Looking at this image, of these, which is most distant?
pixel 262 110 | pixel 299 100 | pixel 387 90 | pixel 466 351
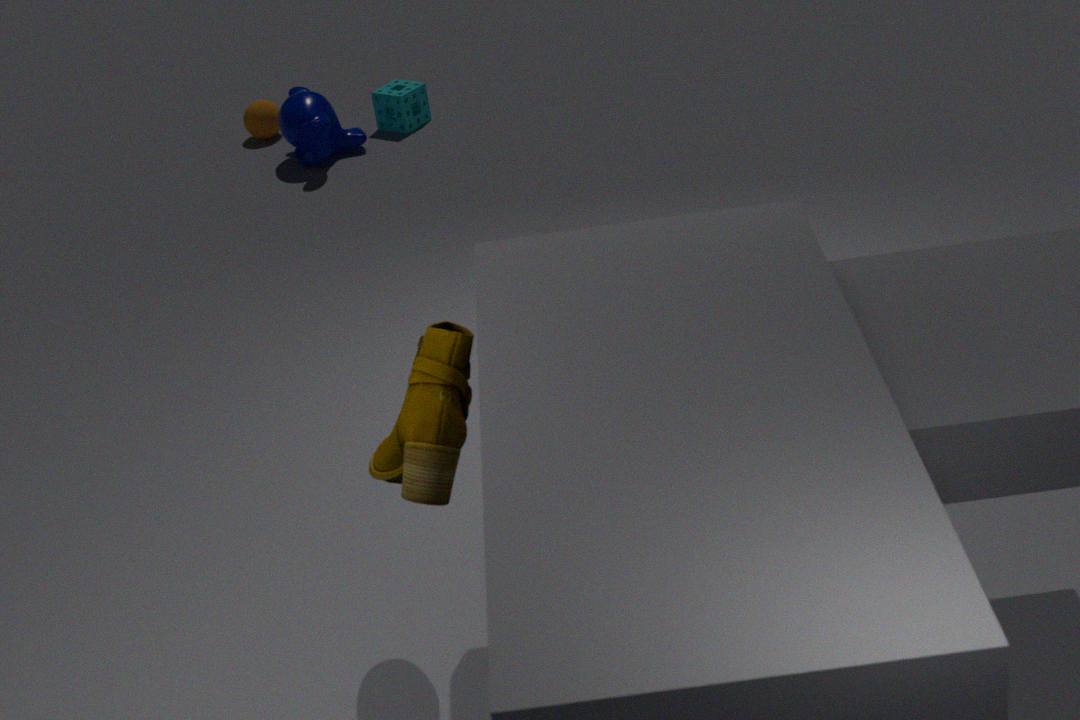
pixel 262 110
